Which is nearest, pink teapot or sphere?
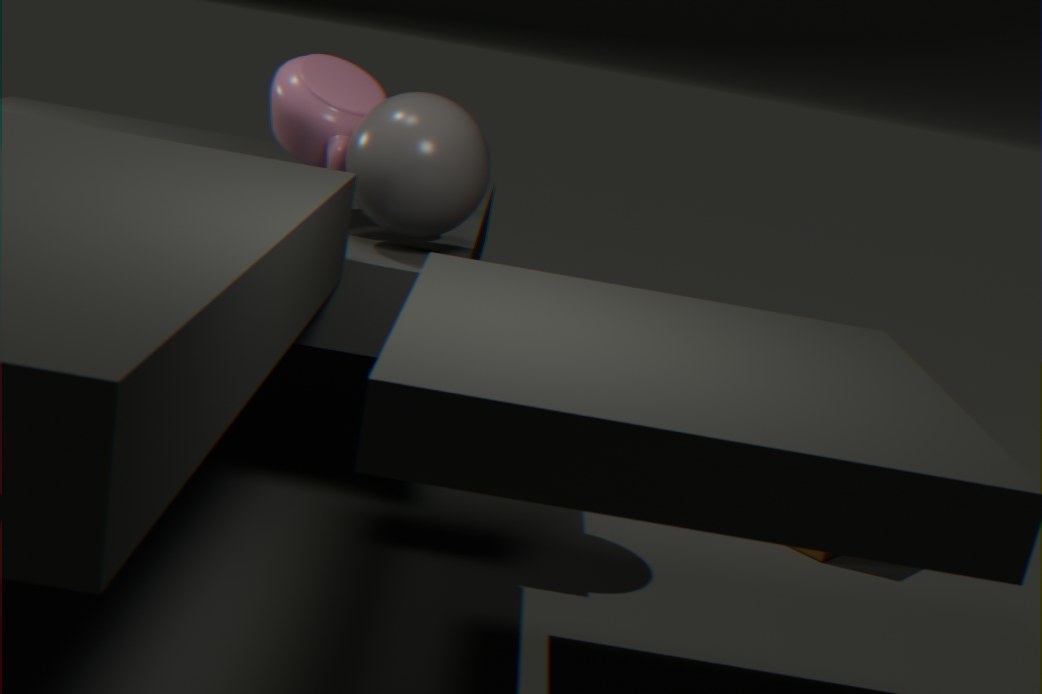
sphere
